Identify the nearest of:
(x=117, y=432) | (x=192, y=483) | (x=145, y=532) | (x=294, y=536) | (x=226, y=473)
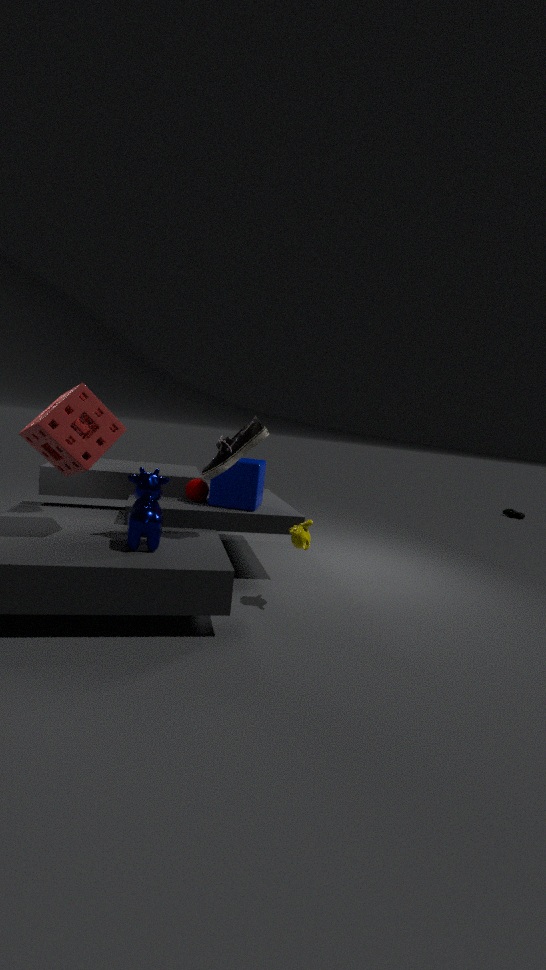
(x=145, y=532)
